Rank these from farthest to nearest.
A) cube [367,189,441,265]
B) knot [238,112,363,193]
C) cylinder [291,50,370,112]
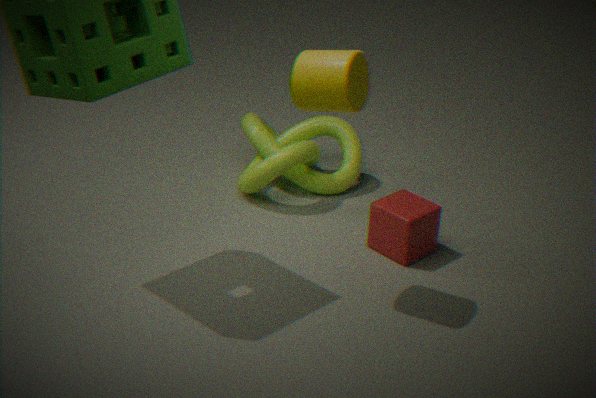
knot [238,112,363,193]
cube [367,189,441,265]
cylinder [291,50,370,112]
